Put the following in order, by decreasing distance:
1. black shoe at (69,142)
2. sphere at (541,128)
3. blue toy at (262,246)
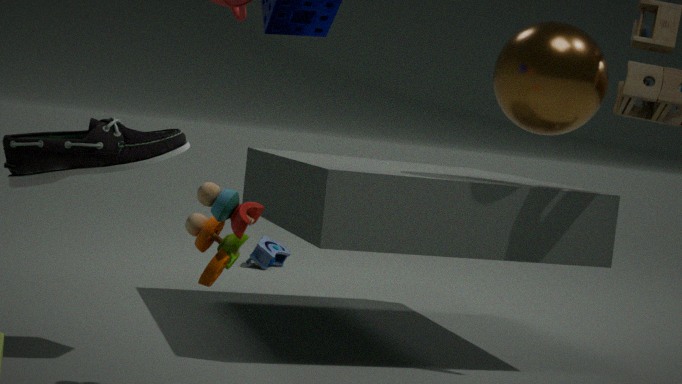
blue toy at (262,246)
sphere at (541,128)
black shoe at (69,142)
